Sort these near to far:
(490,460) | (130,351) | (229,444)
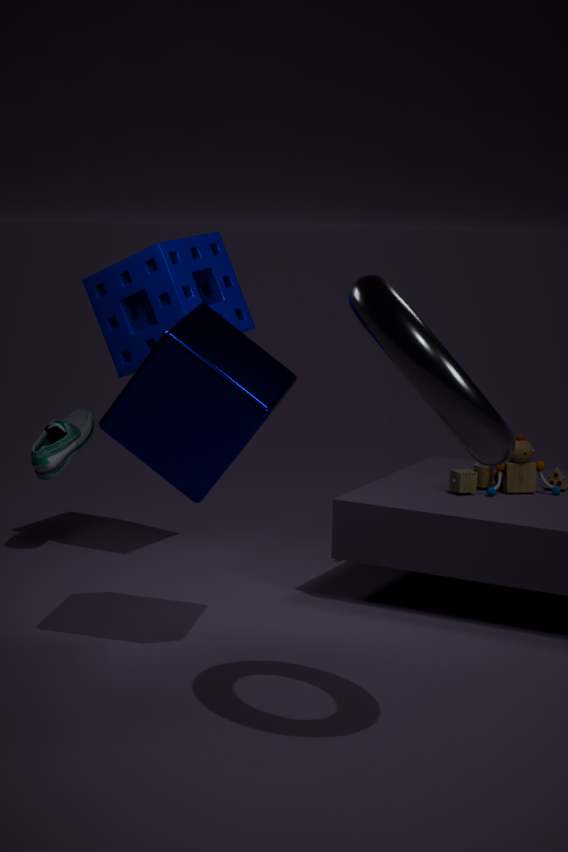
1. (490,460)
2. (229,444)
3. (130,351)
